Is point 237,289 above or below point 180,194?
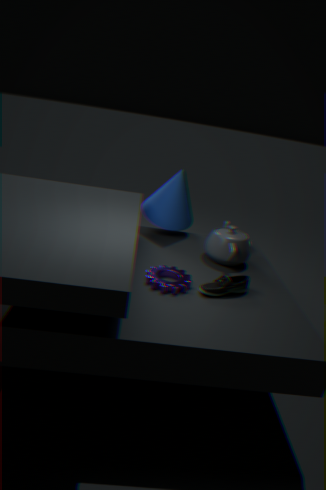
below
